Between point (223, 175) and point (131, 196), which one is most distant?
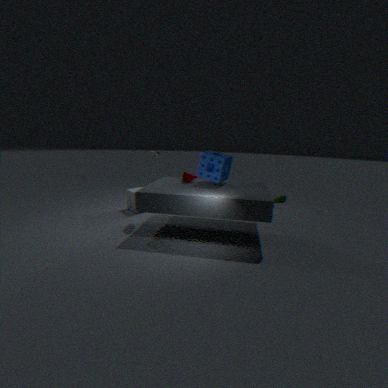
point (131, 196)
